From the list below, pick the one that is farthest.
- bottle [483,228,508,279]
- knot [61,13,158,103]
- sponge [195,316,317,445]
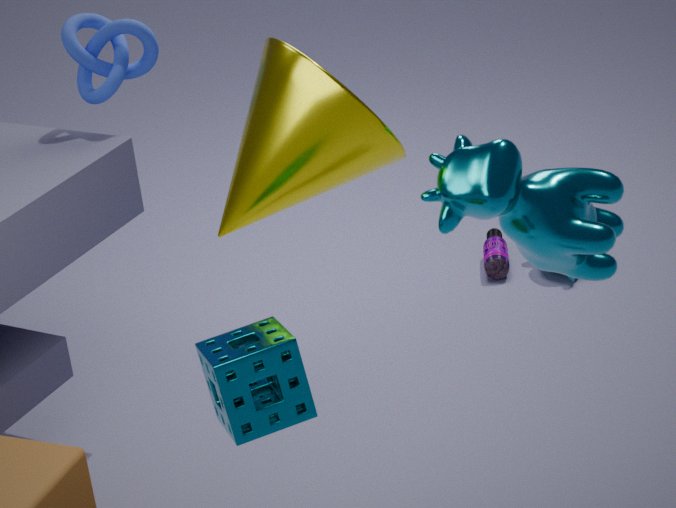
bottle [483,228,508,279]
